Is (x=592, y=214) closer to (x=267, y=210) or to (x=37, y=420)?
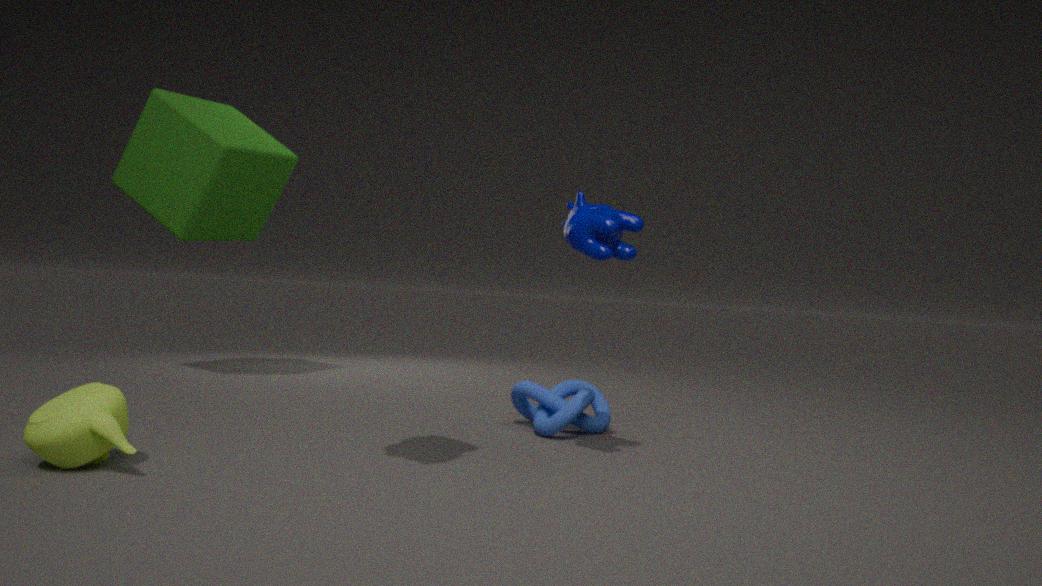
(x=37, y=420)
